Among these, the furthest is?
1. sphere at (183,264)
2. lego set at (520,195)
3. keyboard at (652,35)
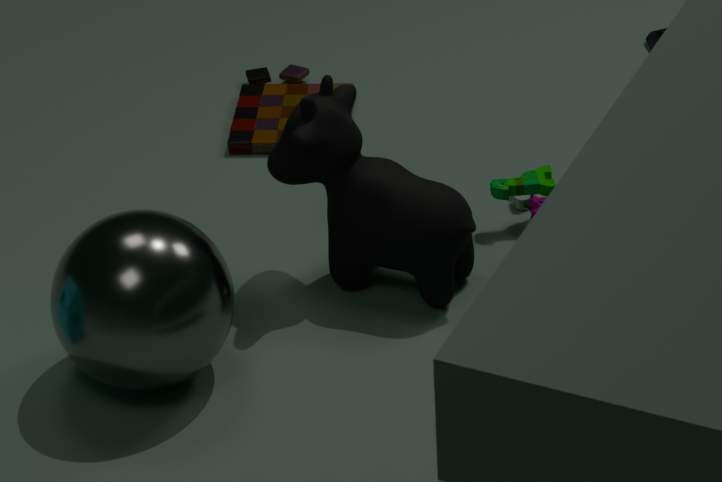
keyboard at (652,35)
